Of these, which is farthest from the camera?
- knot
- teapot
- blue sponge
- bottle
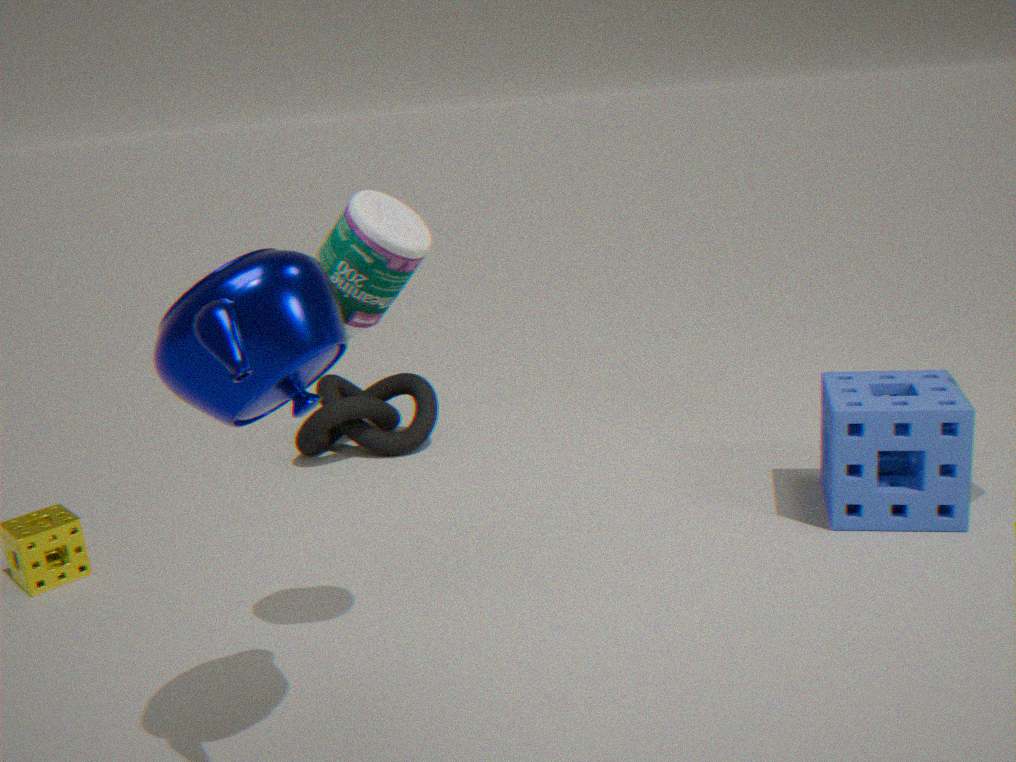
knot
